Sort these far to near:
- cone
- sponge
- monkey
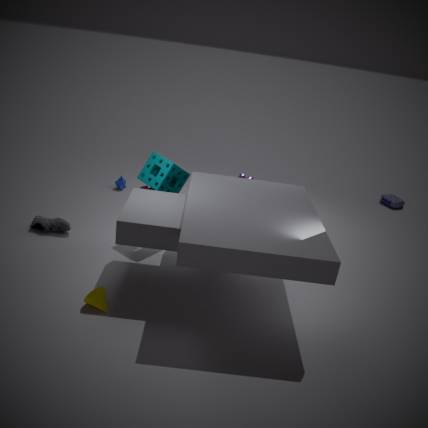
monkey, sponge, cone
